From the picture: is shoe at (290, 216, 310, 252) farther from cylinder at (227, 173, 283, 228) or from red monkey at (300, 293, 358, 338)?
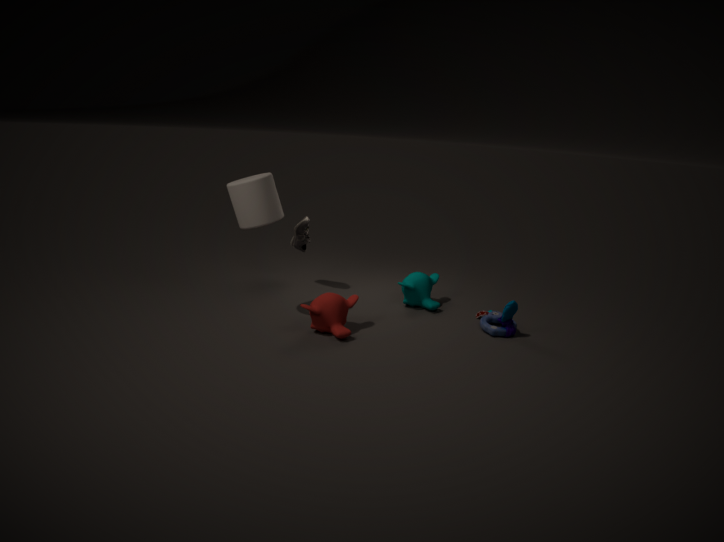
red monkey at (300, 293, 358, 338)
